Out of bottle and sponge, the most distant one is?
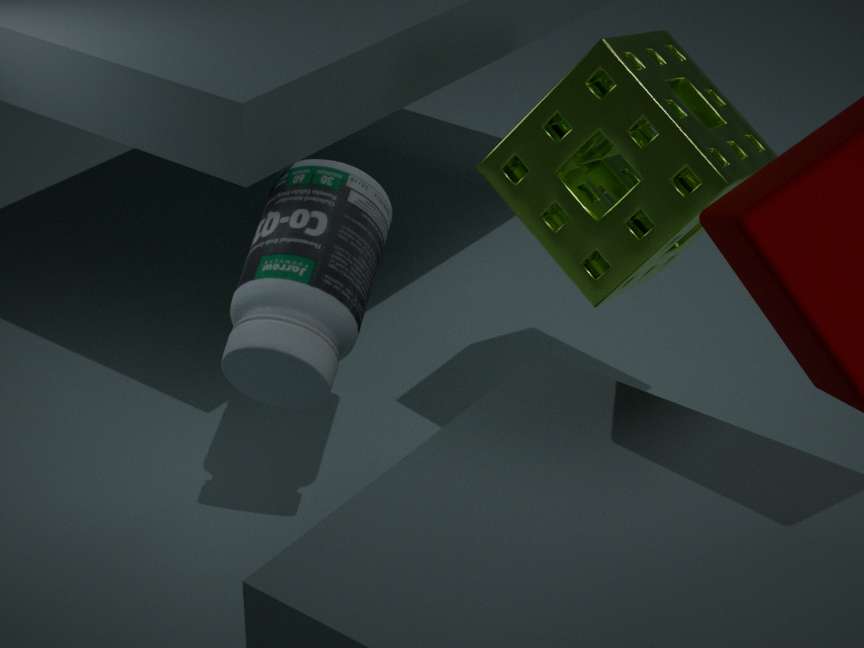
bottle
